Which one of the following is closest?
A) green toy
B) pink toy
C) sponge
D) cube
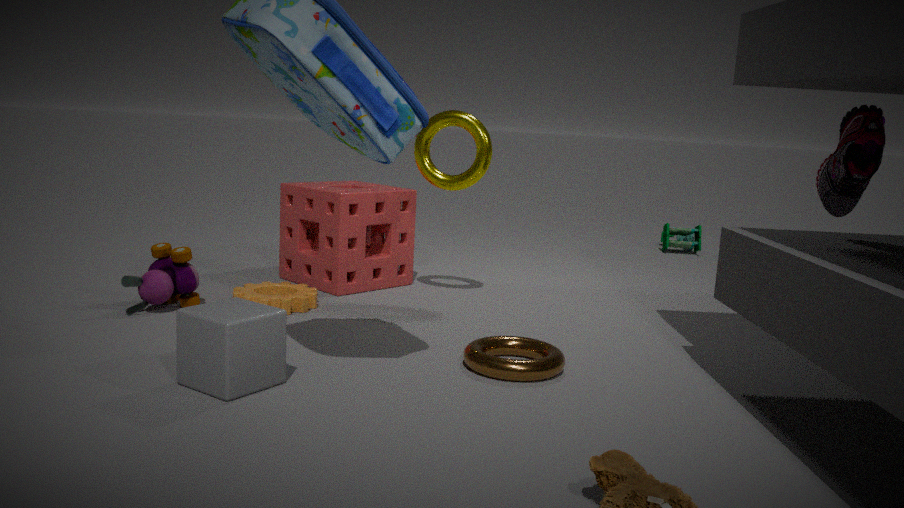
cube
